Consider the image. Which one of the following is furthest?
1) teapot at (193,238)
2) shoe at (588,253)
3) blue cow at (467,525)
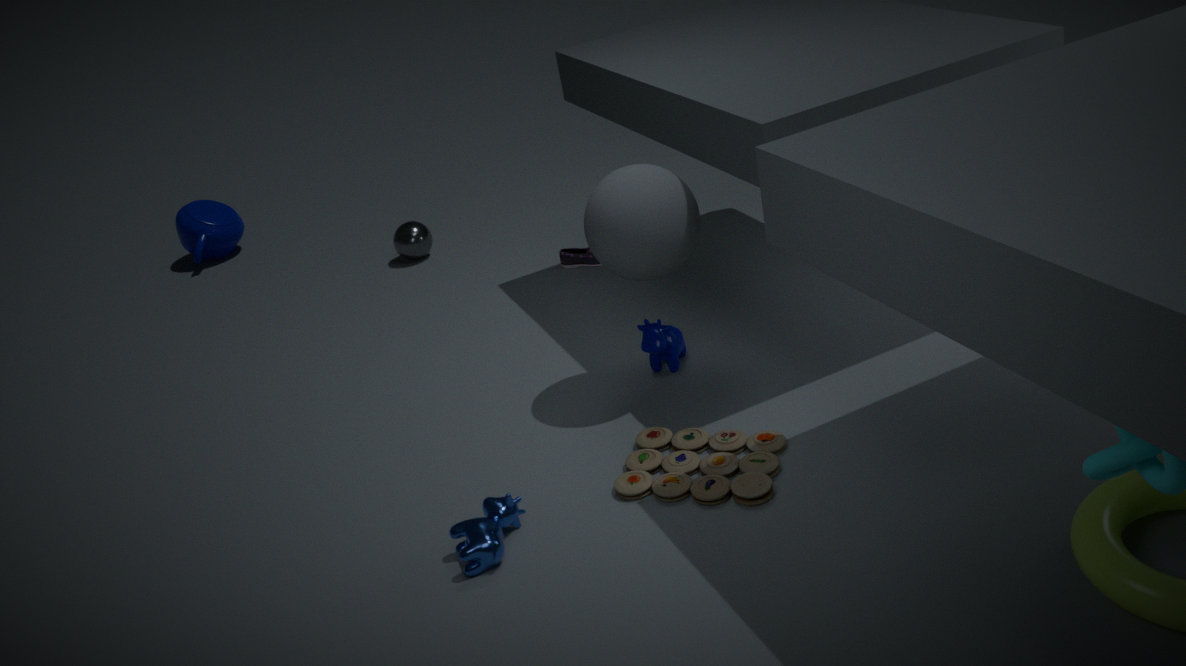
1. teapot at (193,238)
